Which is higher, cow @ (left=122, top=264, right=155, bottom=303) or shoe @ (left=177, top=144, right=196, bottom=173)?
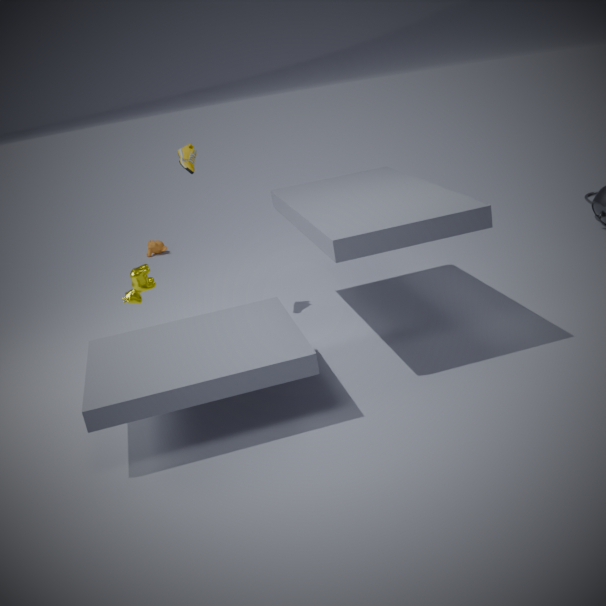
shoe @ (left=177, top=144, right=196, bottom=173)
